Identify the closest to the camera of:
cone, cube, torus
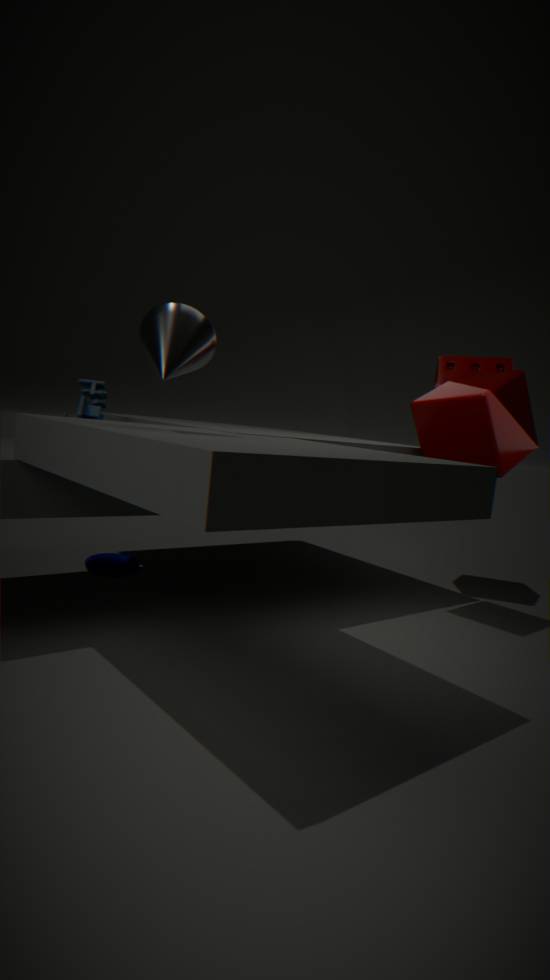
cone
